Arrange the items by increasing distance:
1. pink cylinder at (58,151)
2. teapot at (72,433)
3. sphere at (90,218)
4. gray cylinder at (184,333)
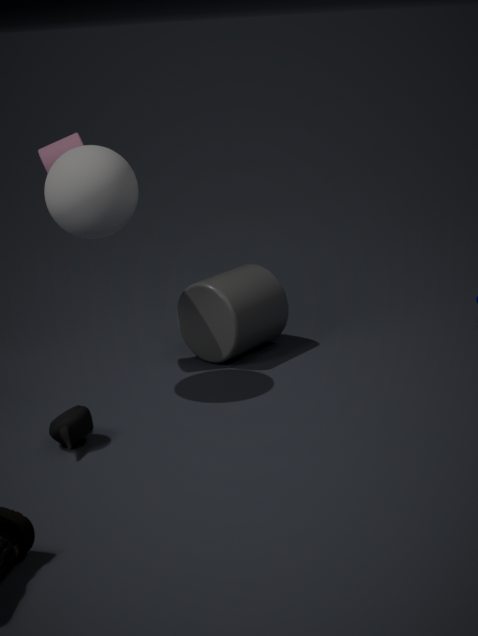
teapot at (72,433) → sphere at (90,218) → pink cylinder at (58,151) → gray cylinder at (184,333)
